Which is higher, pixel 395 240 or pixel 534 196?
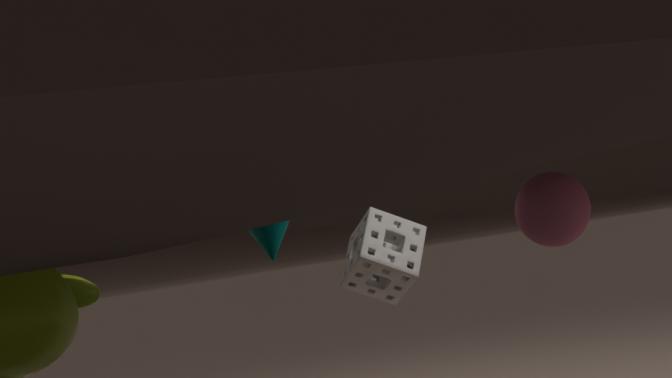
pixel 534 196
